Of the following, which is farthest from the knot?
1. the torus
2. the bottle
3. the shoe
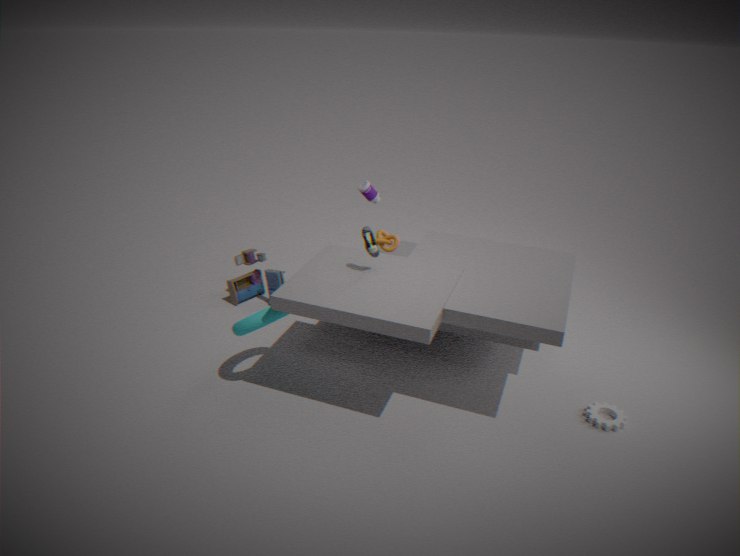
the torus
